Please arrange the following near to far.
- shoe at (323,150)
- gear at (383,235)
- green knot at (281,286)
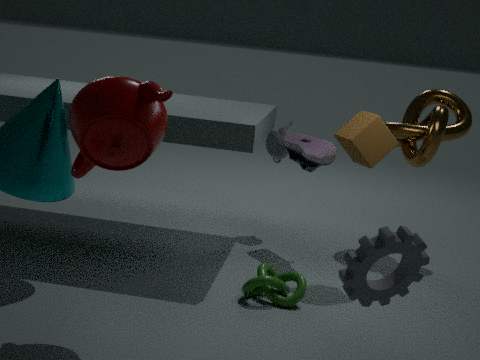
gear at (383,235)
green knot at (281,286)
shoe at (323,150)
